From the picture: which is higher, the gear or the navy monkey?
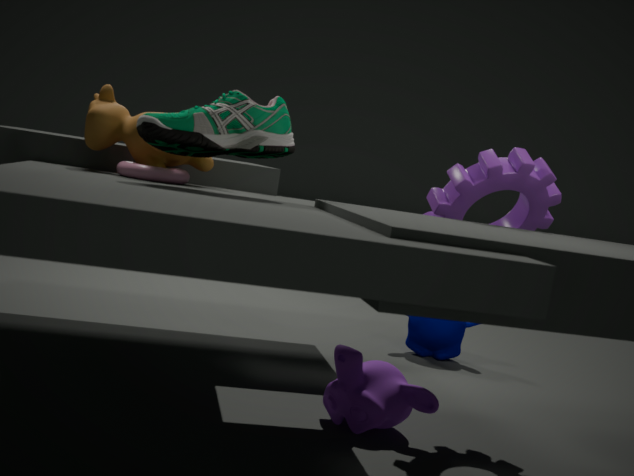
the gear
